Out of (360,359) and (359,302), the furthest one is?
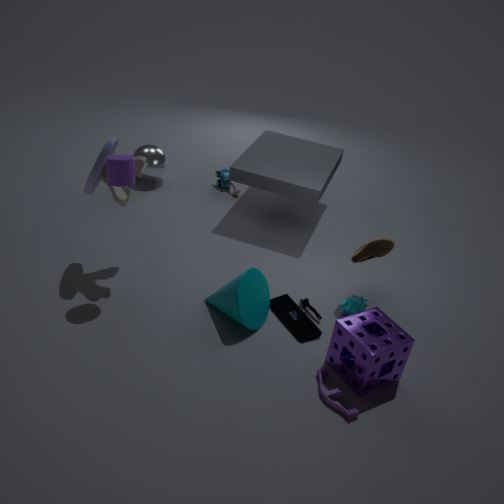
(359,302)
